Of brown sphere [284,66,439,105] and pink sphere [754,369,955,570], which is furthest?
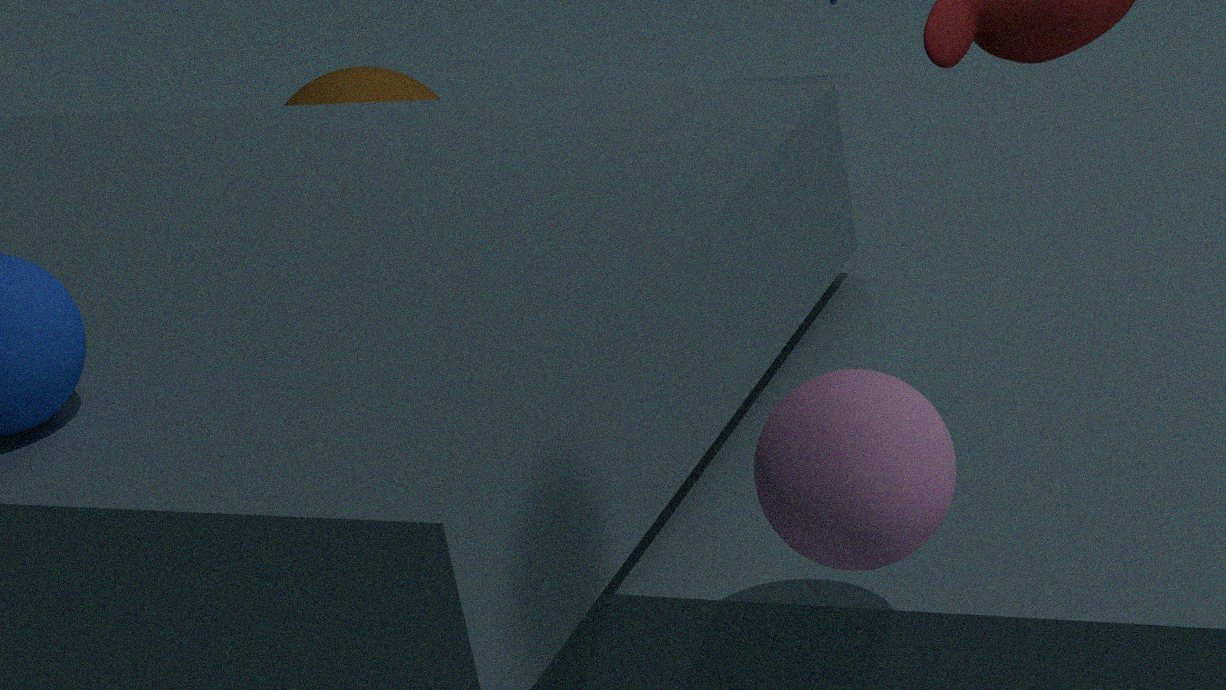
brown sphere [284,66,439,105]
